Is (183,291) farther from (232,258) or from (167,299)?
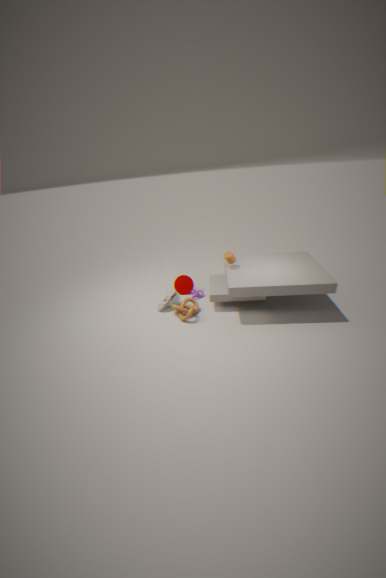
(232,258)
